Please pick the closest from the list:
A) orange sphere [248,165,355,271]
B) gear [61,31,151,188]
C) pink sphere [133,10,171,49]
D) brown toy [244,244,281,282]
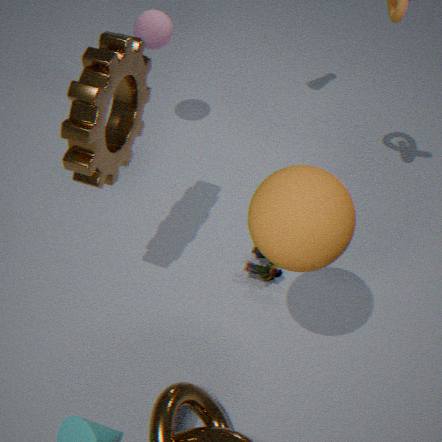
A. orange sphere [248,165,355,271]
